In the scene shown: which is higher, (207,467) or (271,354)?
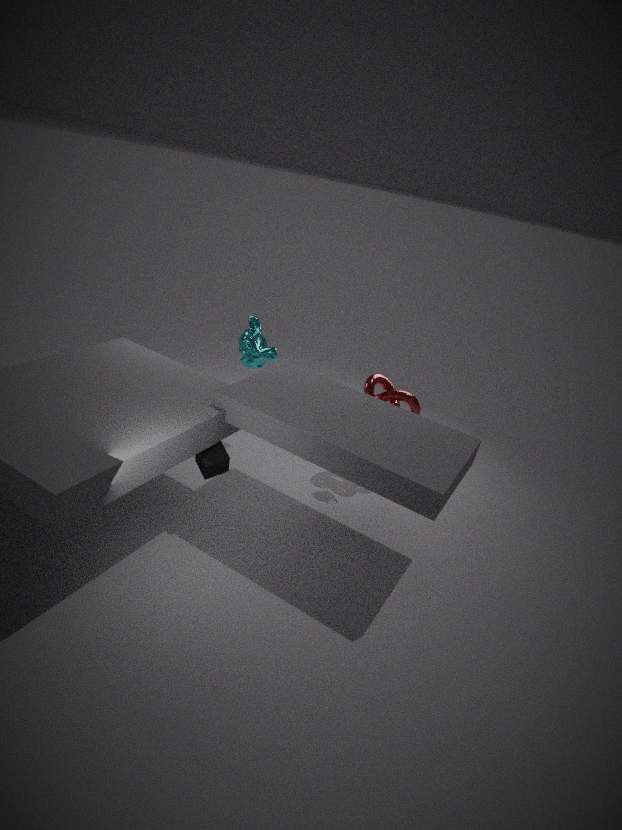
(271,354)
